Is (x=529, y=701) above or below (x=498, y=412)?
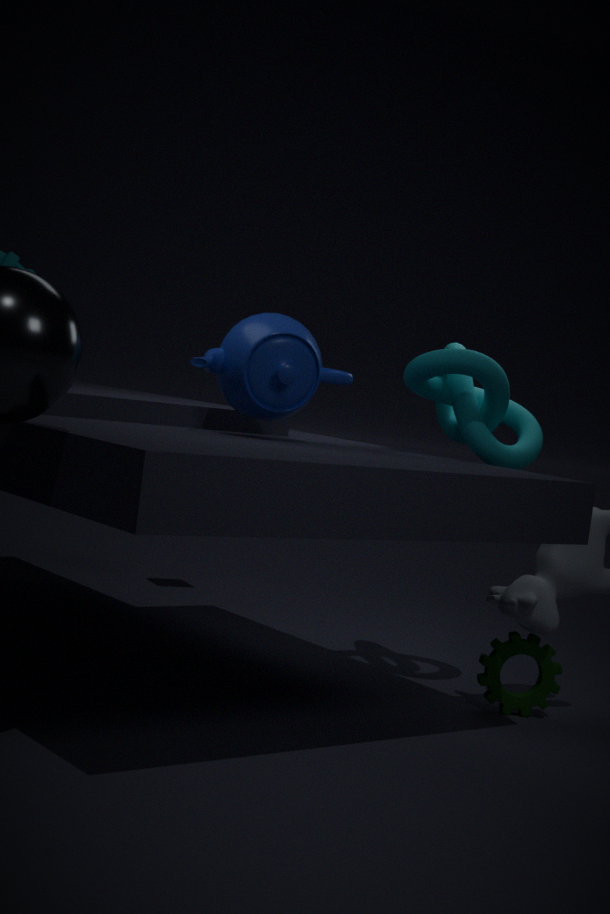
below
